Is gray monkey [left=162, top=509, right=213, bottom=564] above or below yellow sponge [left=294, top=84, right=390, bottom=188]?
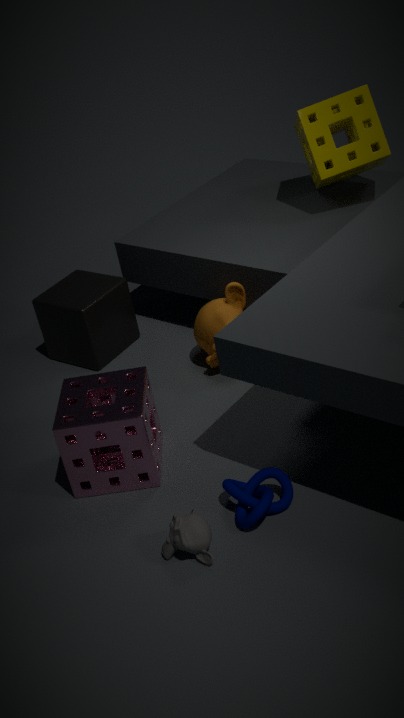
below
